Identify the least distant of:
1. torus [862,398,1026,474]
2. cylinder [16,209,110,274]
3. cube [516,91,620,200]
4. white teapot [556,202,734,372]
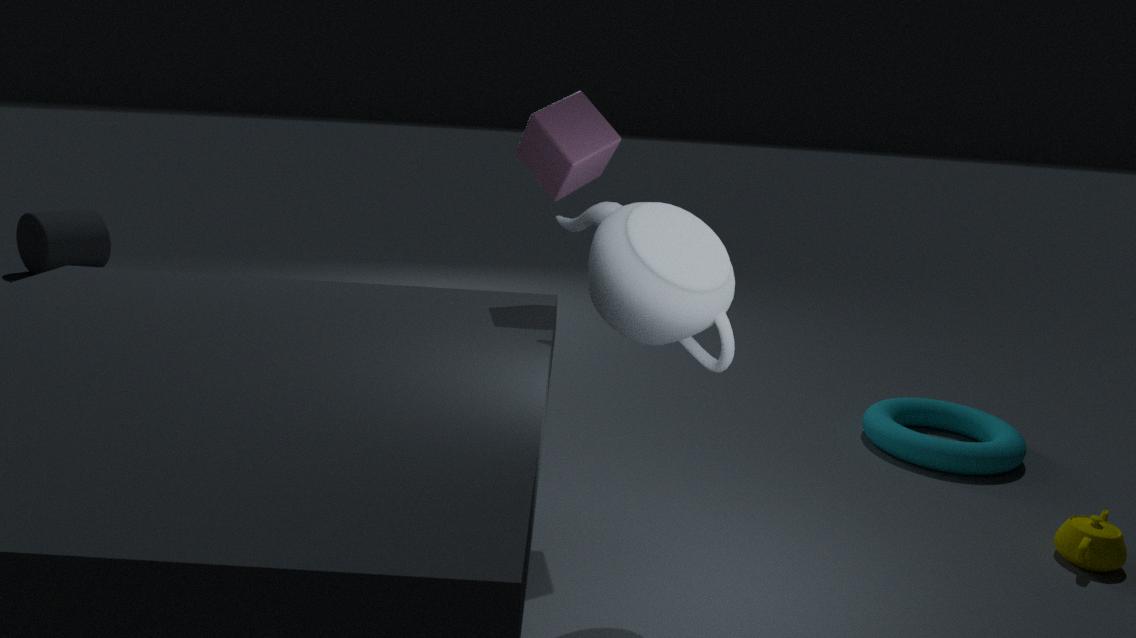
white teapot [556,202,734,372]
